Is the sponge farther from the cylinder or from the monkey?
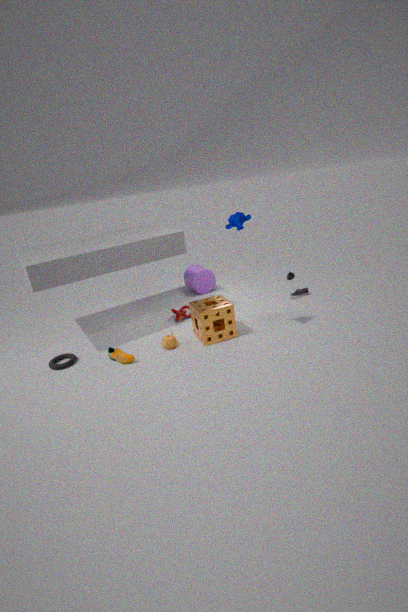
the cylinder
